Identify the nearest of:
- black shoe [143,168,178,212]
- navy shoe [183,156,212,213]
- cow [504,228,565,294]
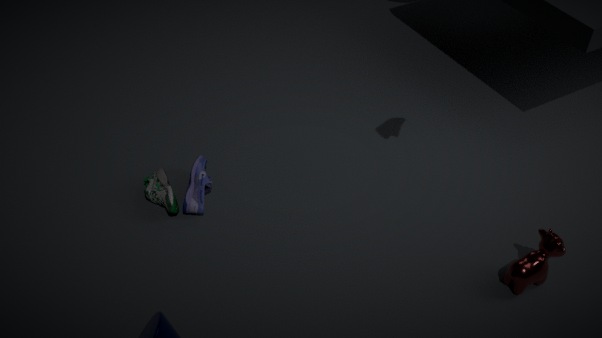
cow [504,228,565,294]
